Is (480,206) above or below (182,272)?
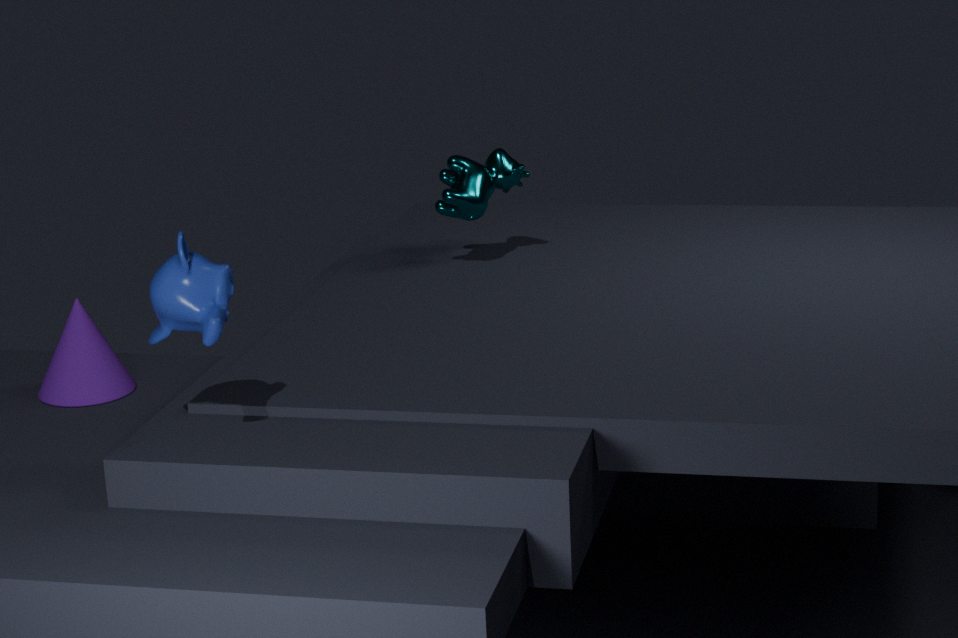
below
